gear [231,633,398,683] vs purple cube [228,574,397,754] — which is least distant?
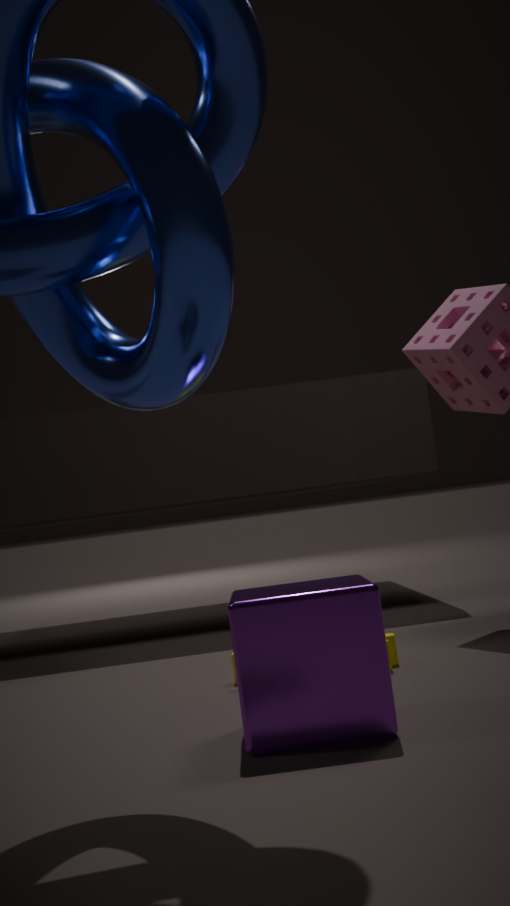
purple cube [228,574,397,754]
